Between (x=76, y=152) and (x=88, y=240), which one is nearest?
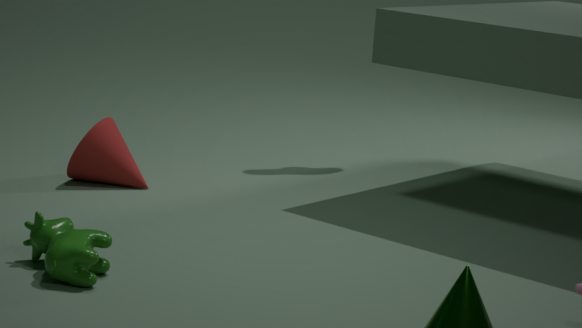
(x=88, y=240)
